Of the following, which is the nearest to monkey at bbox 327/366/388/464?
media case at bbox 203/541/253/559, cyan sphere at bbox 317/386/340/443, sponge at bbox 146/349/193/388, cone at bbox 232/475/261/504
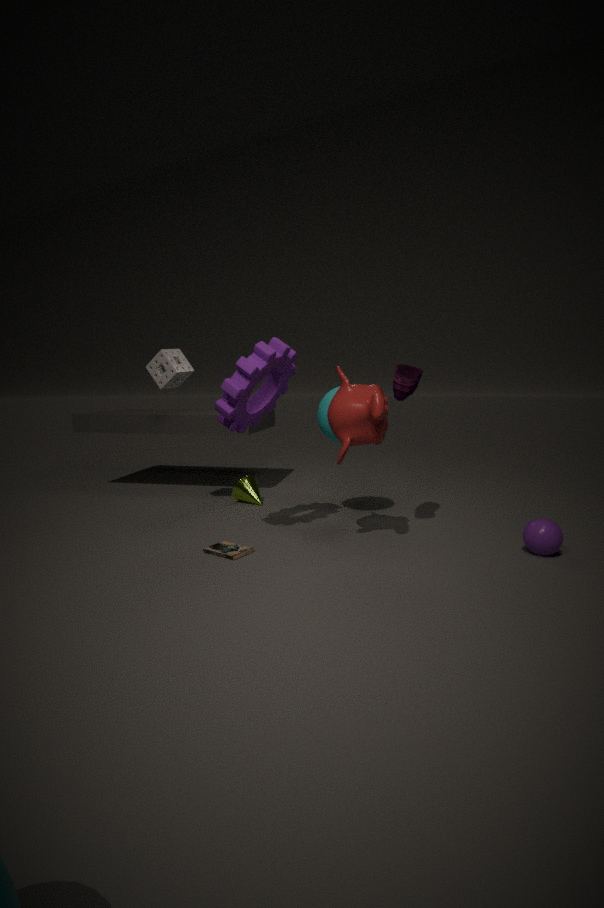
cyan sphere at bbox 317/386/340/443
